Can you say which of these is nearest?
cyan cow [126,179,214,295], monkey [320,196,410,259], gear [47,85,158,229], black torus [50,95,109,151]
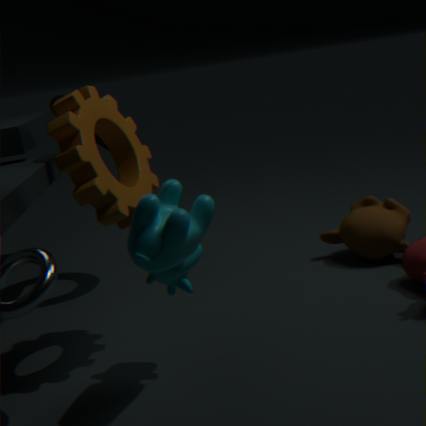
cyan cow [126,179,214,295]
